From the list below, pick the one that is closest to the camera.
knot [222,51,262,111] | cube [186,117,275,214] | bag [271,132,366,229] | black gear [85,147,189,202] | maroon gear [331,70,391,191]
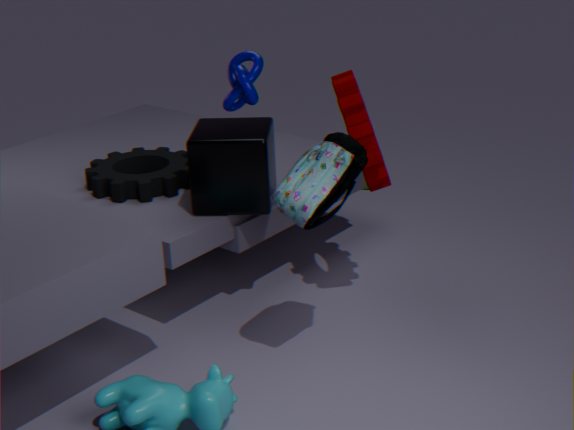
bag [271,132,366,229]
